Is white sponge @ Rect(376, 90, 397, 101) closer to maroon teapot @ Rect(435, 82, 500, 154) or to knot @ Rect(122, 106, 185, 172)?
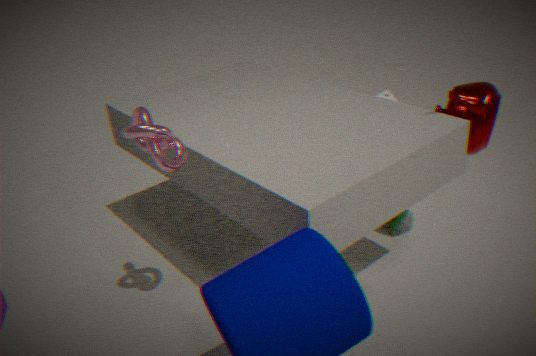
maroon teapot @ Rect(435, 82, 500, 154)
